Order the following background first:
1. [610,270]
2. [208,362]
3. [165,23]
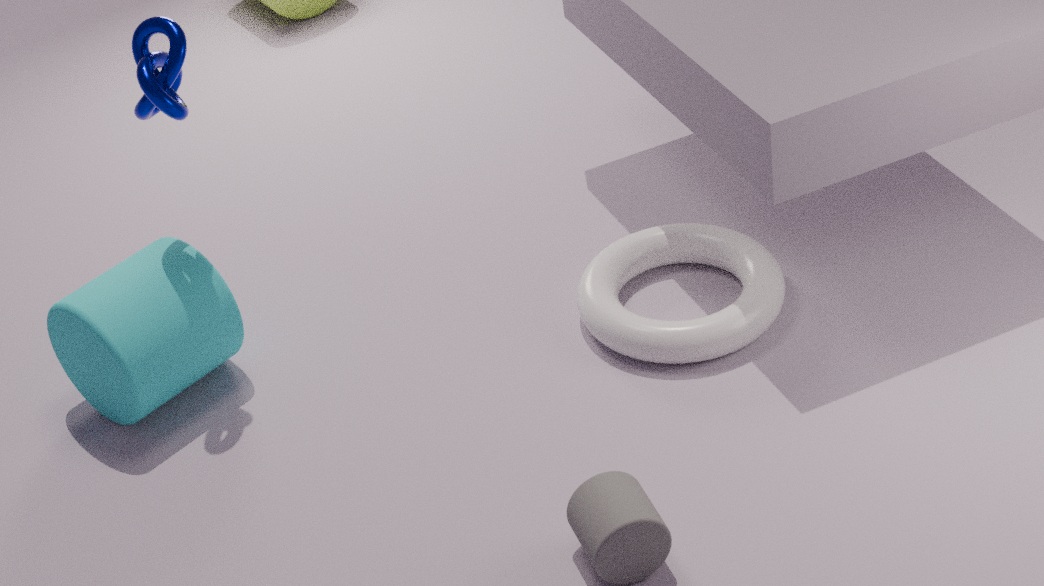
[610,270] → [208,362] → [165,23]
